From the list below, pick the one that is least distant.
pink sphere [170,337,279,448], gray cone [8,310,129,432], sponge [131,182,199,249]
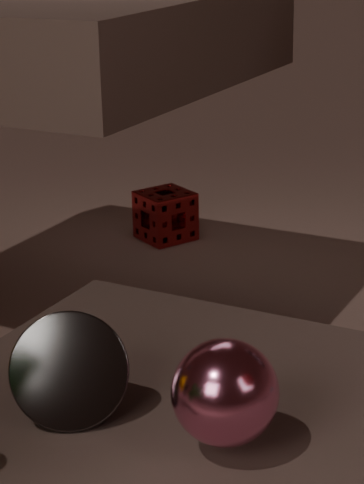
pink sphere [170,337,279,448]
